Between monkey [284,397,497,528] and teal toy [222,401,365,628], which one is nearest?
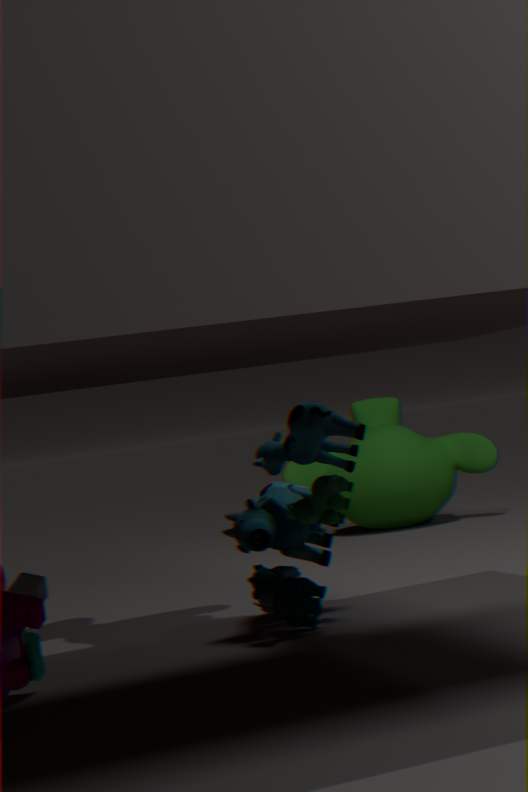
teal toy [222,401,365,628]
